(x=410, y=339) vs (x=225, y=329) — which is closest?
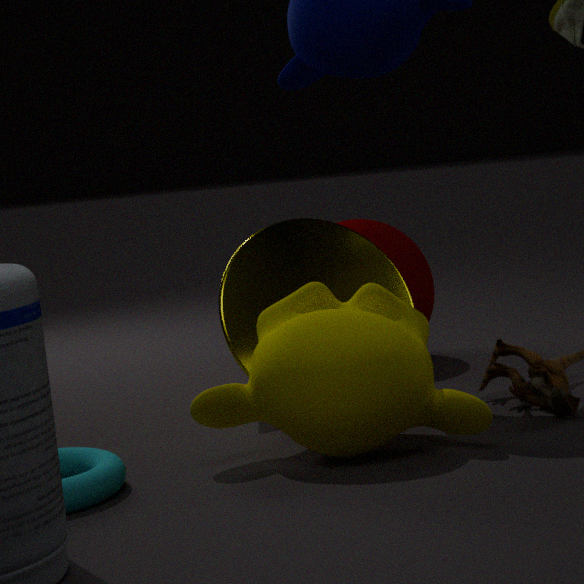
(x=410, y=339)
